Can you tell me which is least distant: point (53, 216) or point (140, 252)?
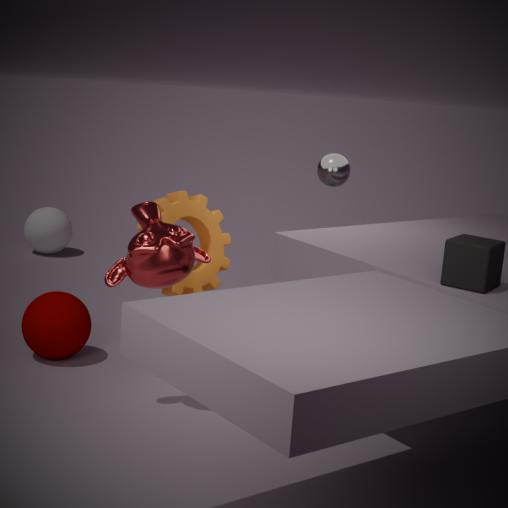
point (140, 252)
